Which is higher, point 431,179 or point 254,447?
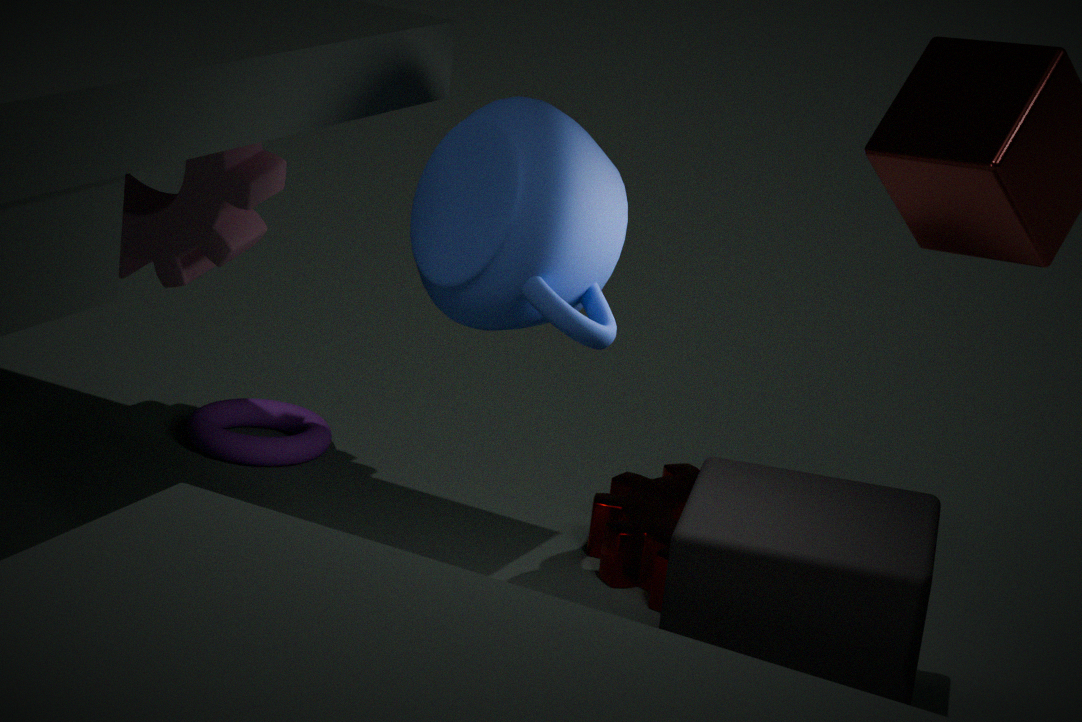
point 431,179
